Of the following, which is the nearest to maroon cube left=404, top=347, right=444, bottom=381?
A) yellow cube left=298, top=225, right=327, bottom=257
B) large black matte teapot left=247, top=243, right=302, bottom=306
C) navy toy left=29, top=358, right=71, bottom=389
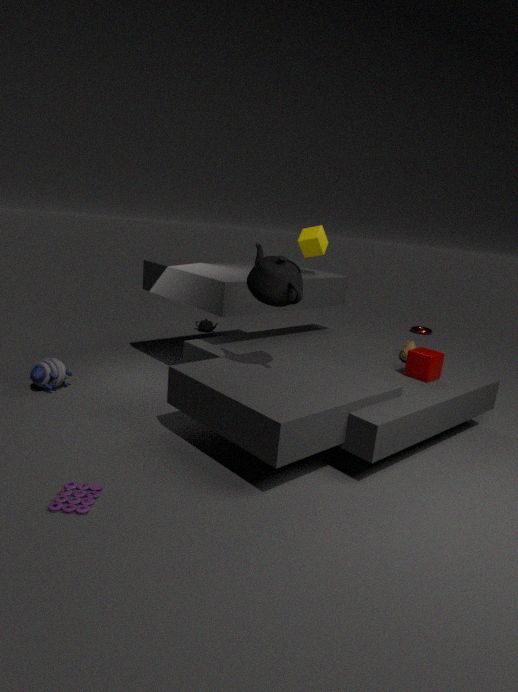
large black matte teapot left=247, top=243, right=302, bottom=306
